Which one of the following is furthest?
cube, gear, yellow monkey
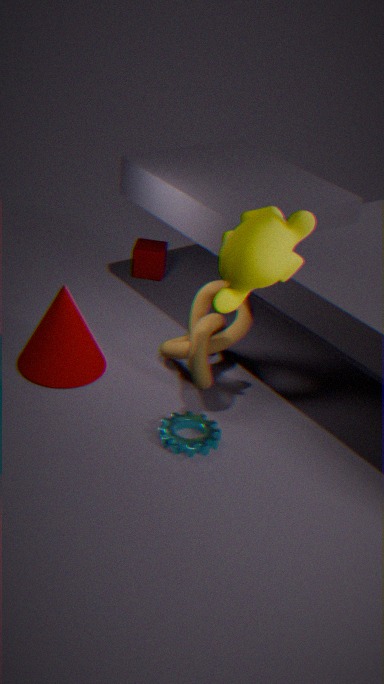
cube
